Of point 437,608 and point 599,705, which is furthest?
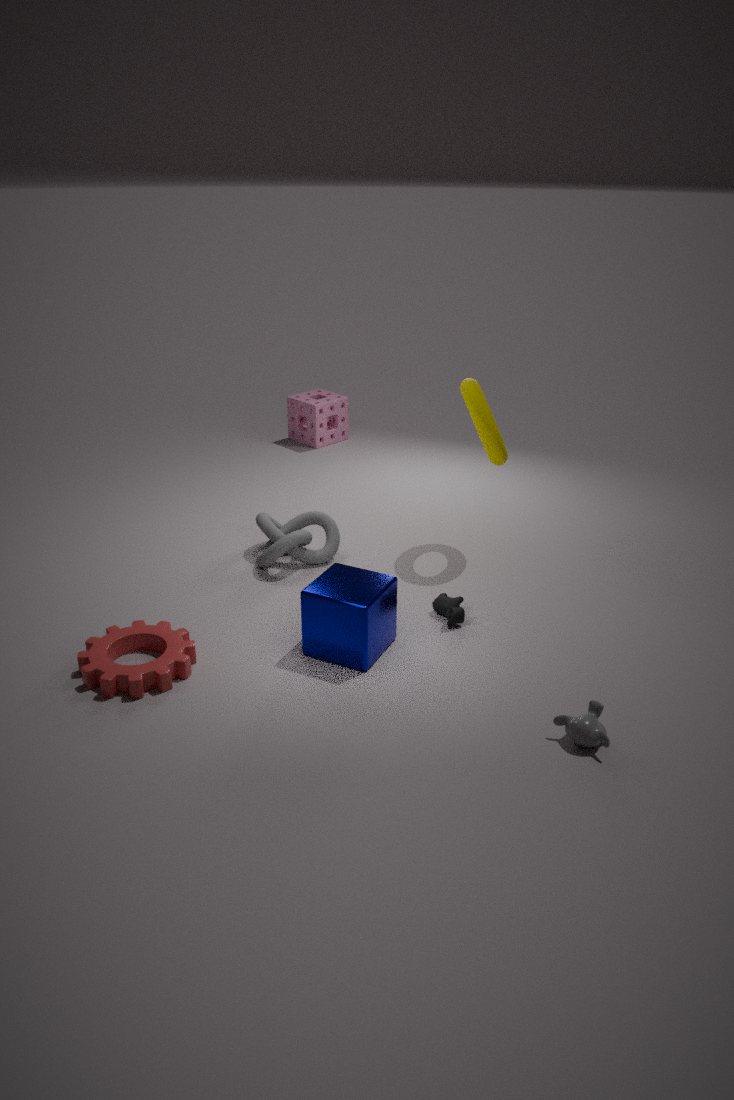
point 437,608
